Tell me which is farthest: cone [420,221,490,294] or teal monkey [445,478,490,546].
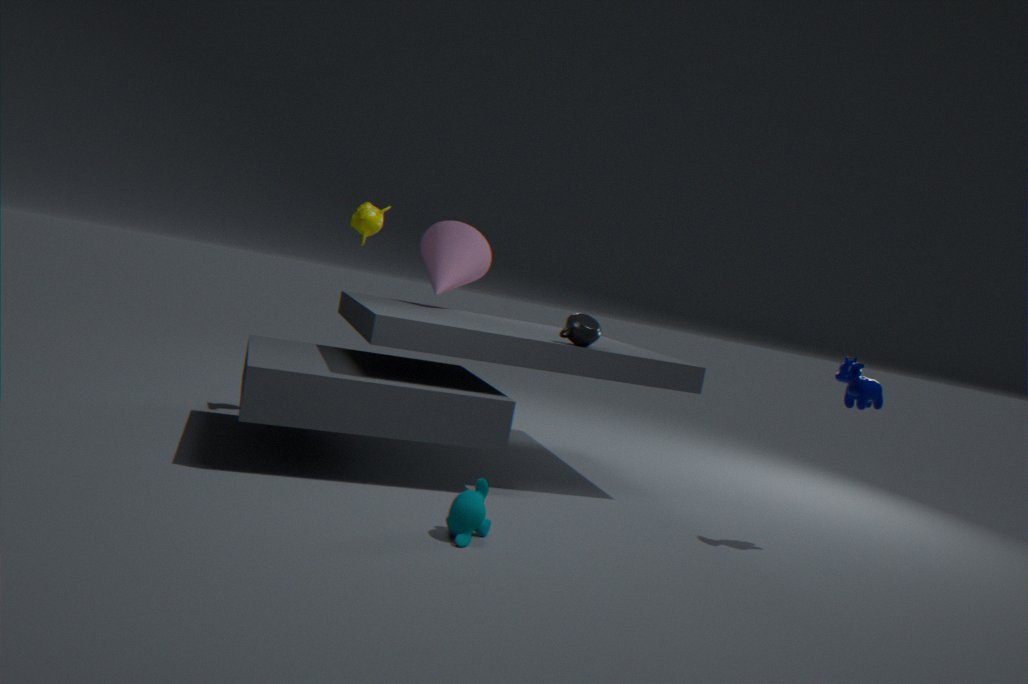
cone [420,221,490,294]
